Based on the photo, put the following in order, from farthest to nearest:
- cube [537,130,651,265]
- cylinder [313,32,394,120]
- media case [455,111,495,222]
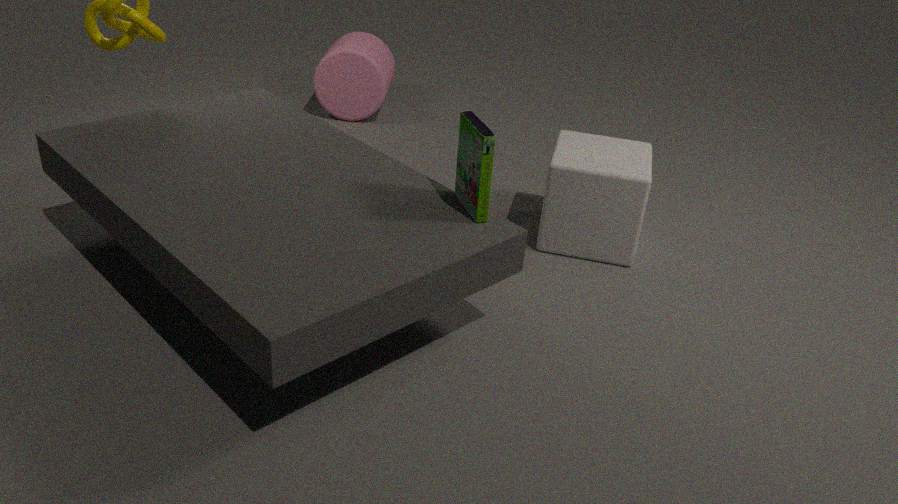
cylinder [313,32,394,120], cube [537,130,651,265], media case [455,111,495,222]
